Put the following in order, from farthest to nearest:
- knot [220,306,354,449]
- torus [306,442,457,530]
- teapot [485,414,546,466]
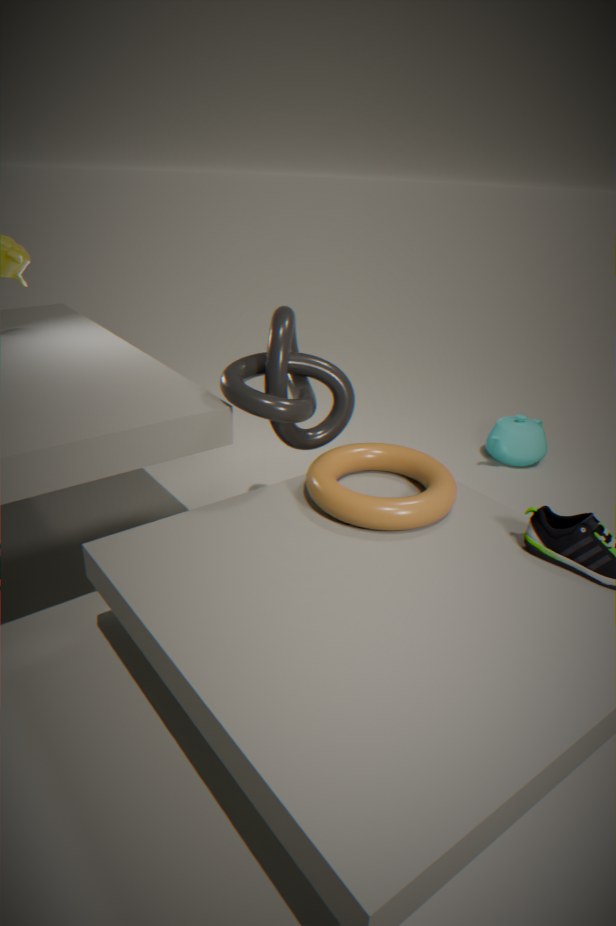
teapot [485,414,546,466] → knot [220,306,354,449] → torus [306,442,457,530]
